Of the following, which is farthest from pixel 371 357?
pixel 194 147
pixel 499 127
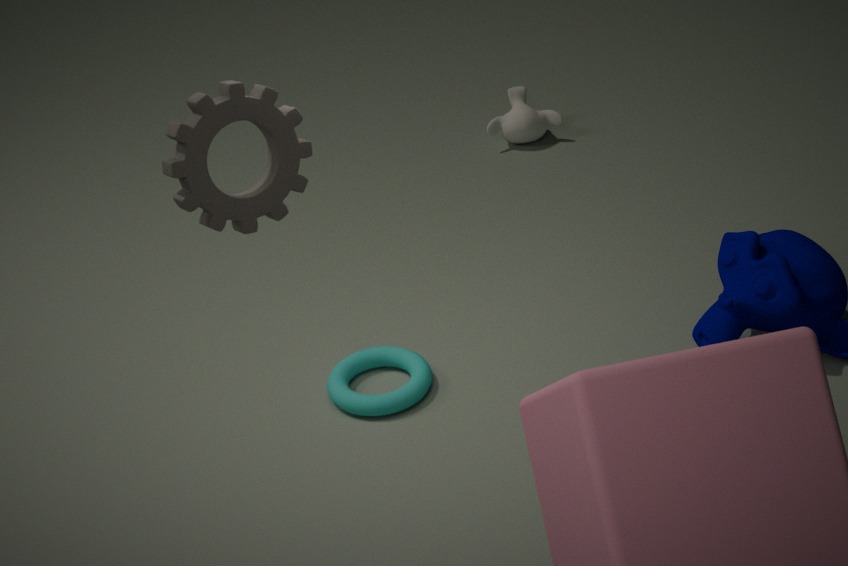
pixel 499 127
